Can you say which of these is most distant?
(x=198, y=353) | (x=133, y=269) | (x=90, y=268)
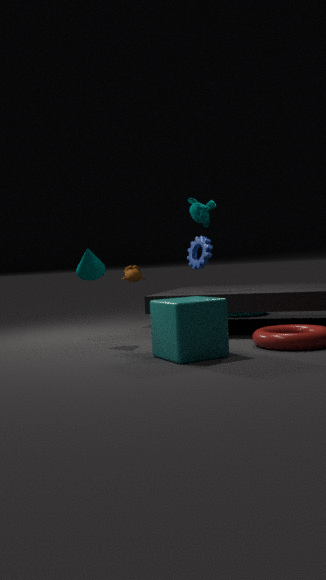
(x=133, y=269)
